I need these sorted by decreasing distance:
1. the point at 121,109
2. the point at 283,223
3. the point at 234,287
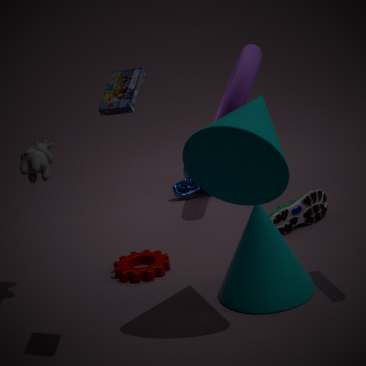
the point at 283,223
the point at 234,287
the point at 121,109
